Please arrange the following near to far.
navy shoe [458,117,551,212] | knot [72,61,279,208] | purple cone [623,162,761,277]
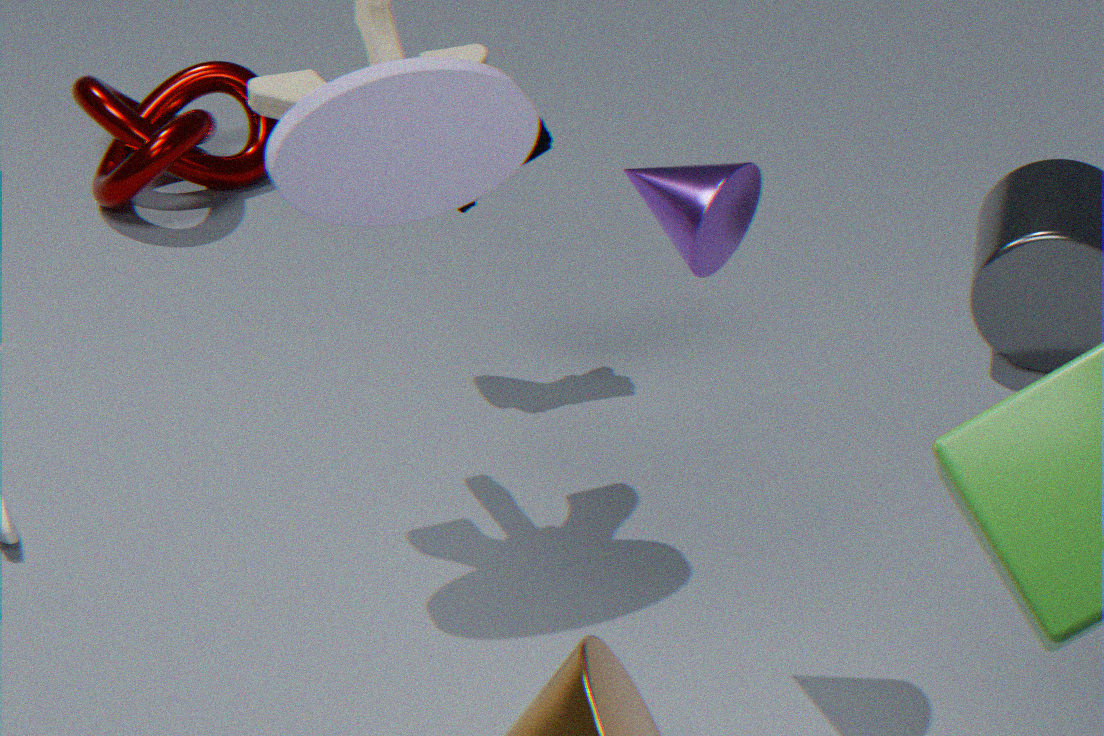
1. purple cone [623,162,761,277]
2. navy shoe [458,117,551,212]
3. knot [72,61,279,208]
